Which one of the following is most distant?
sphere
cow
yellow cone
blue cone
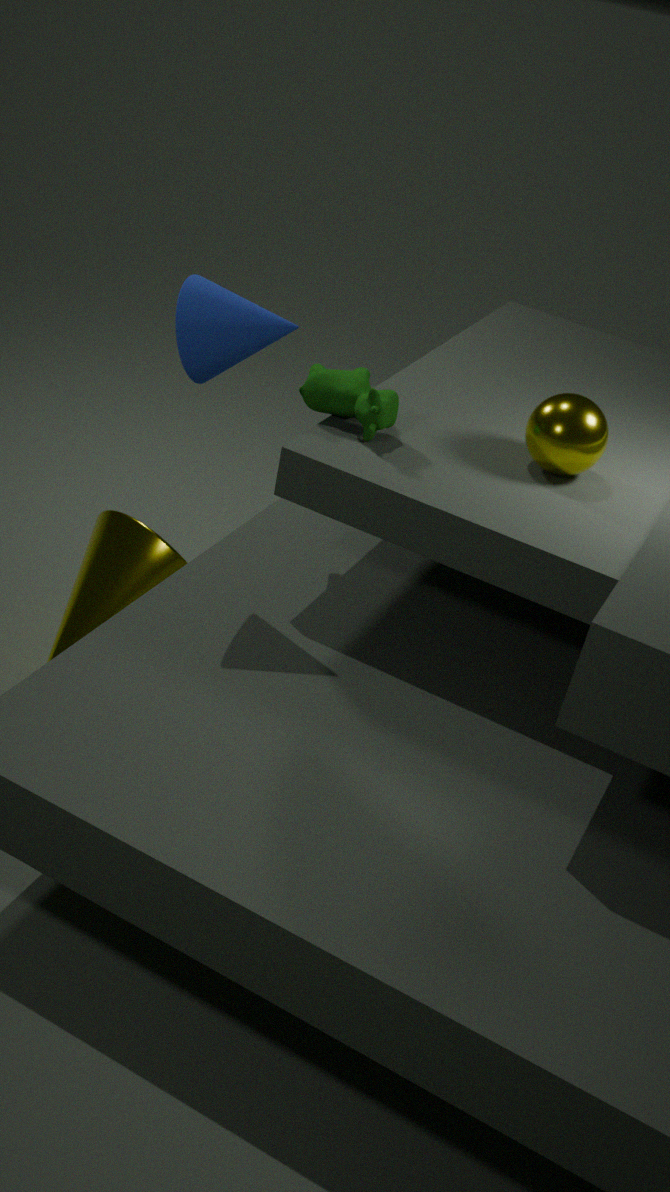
yellow cone
